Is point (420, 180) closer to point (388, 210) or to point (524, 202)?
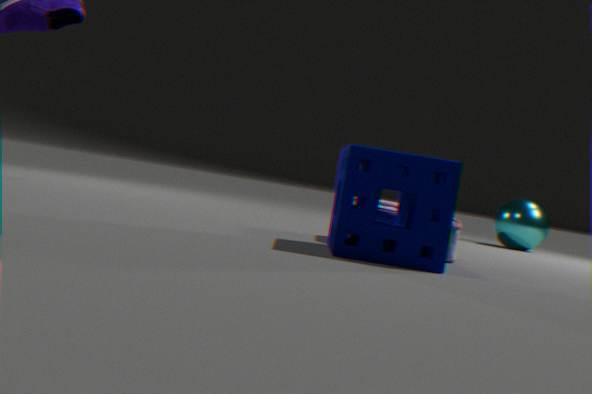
point (388, 210)
